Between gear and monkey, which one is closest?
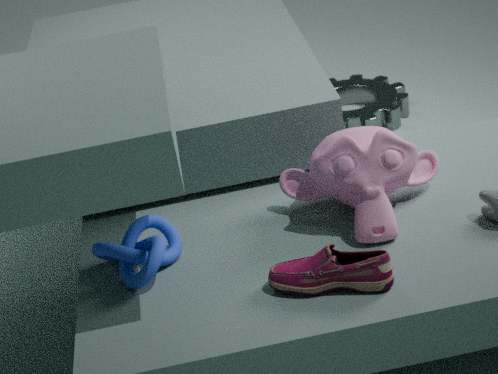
monkey
